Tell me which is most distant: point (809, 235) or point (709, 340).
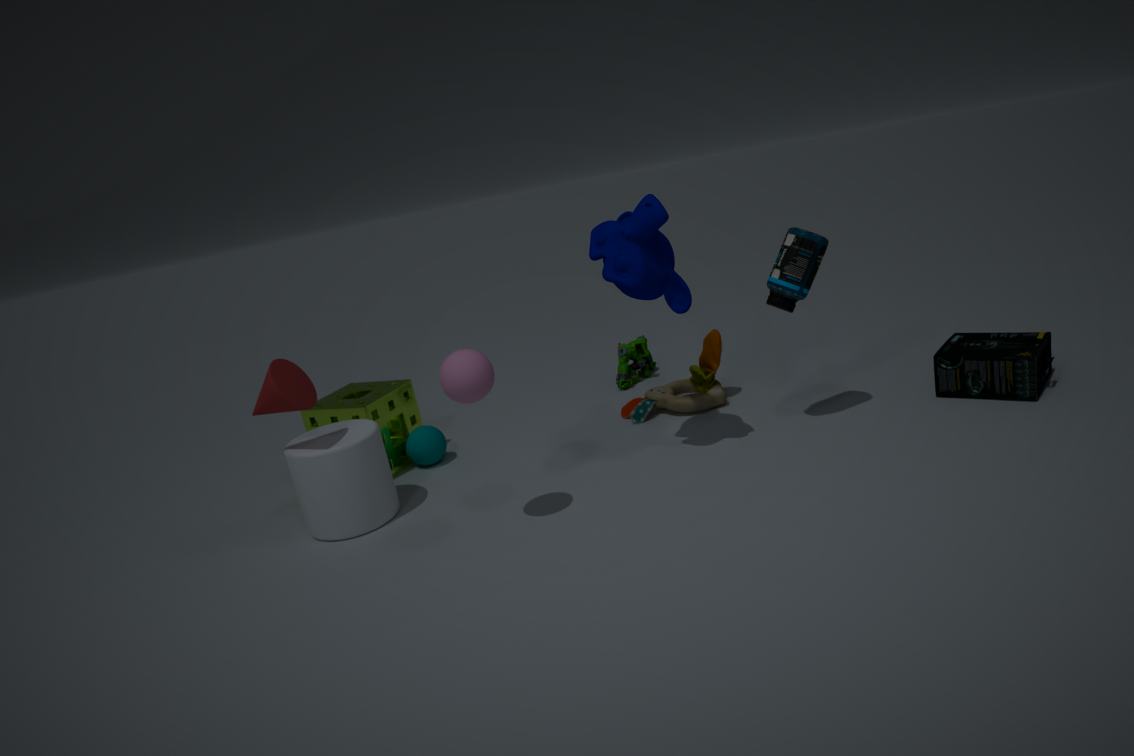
point (709, 340)
